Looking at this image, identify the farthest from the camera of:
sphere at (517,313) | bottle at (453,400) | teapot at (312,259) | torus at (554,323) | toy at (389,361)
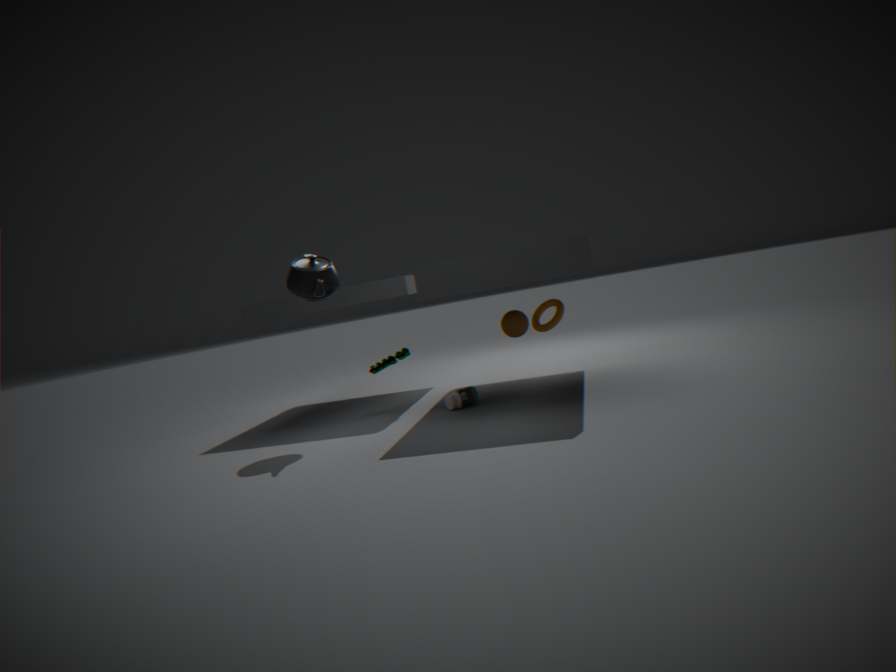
torus at (554,323)
